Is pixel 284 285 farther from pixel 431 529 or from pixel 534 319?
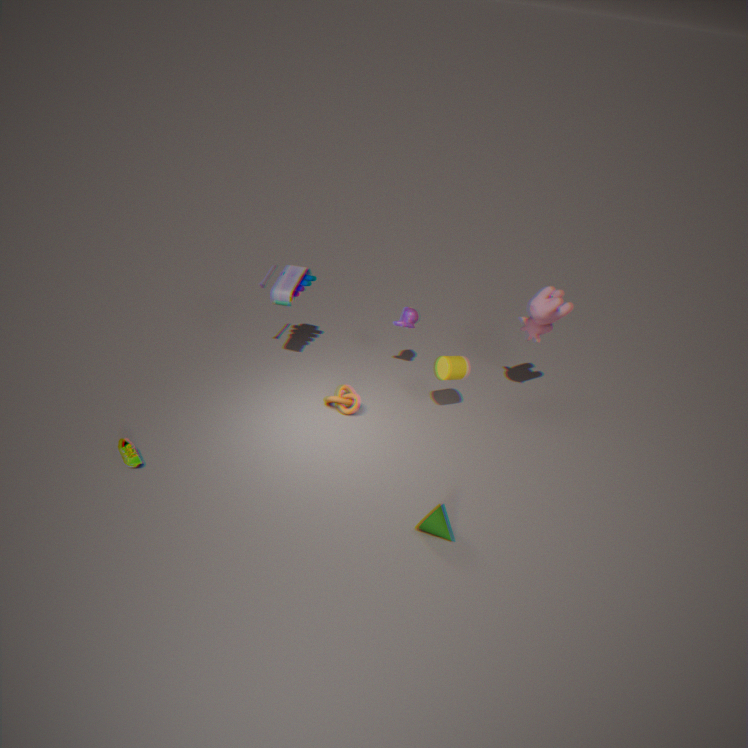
pixel 431 529
